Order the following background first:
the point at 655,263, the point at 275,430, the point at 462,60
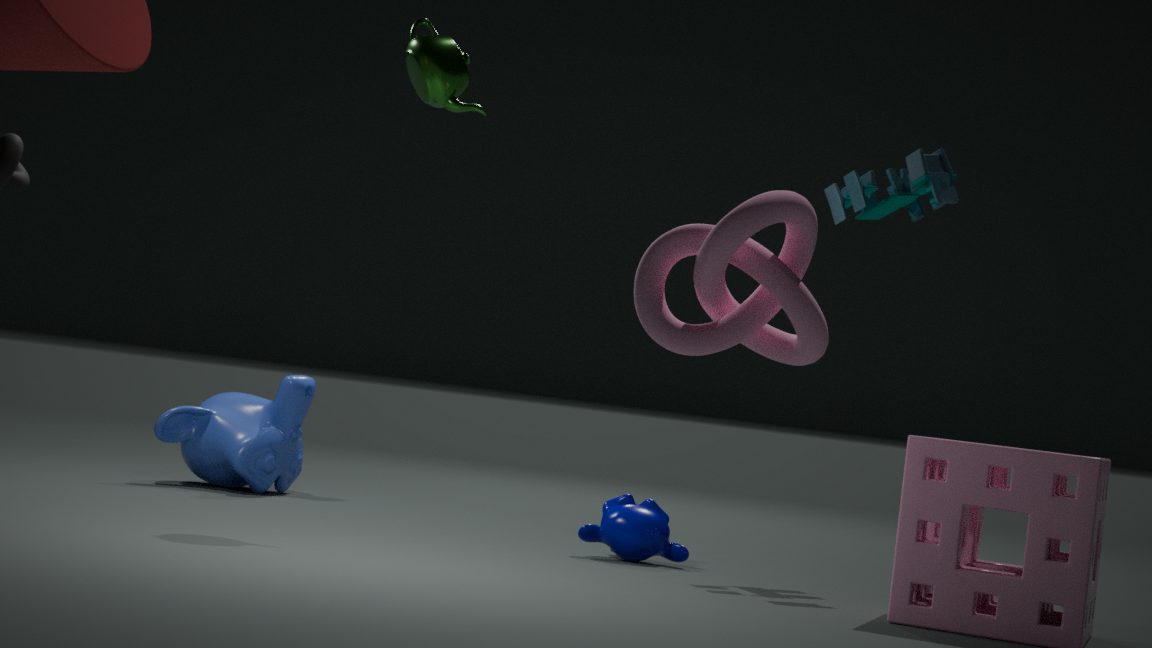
the point at 275,430, the point at 462,60, the point at 655,263
